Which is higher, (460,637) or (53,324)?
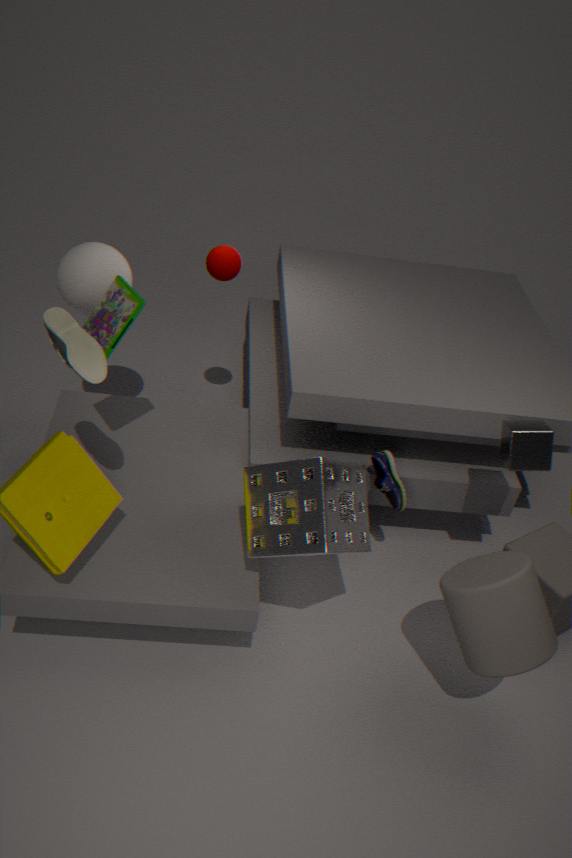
(53,324)
